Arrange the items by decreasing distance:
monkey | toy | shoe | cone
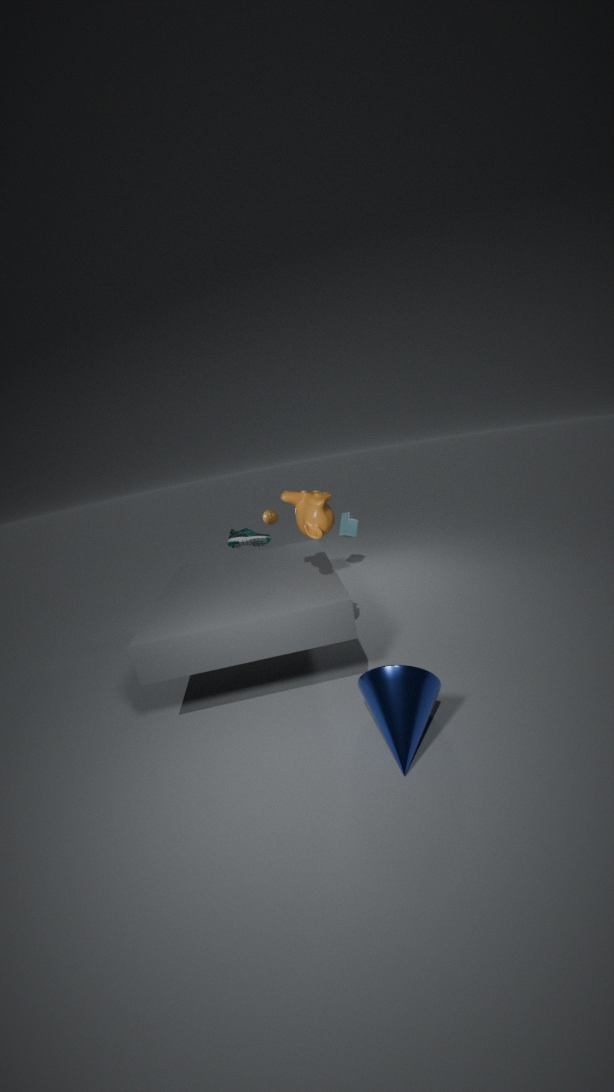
toy, shoe, monkey, cone
